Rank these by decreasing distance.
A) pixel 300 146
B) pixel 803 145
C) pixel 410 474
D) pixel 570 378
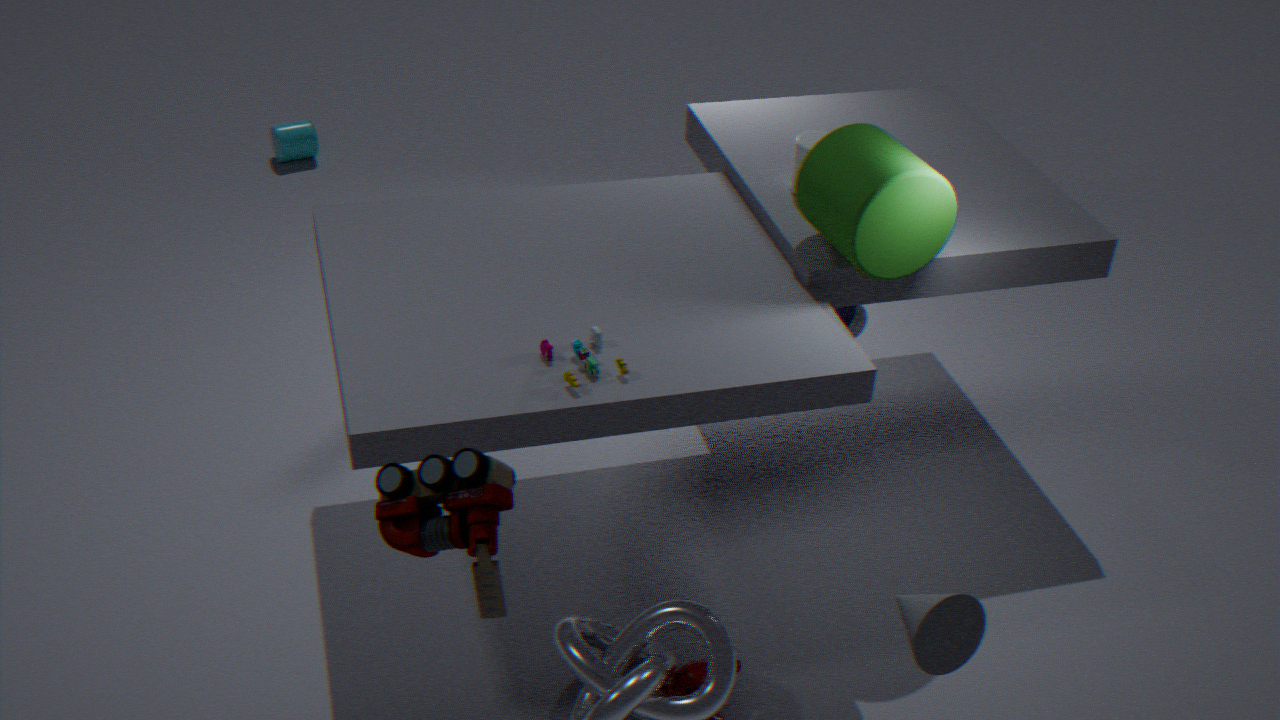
pixel 300 146, pixel 803 145, pixel 570 378, pixel 410 474
